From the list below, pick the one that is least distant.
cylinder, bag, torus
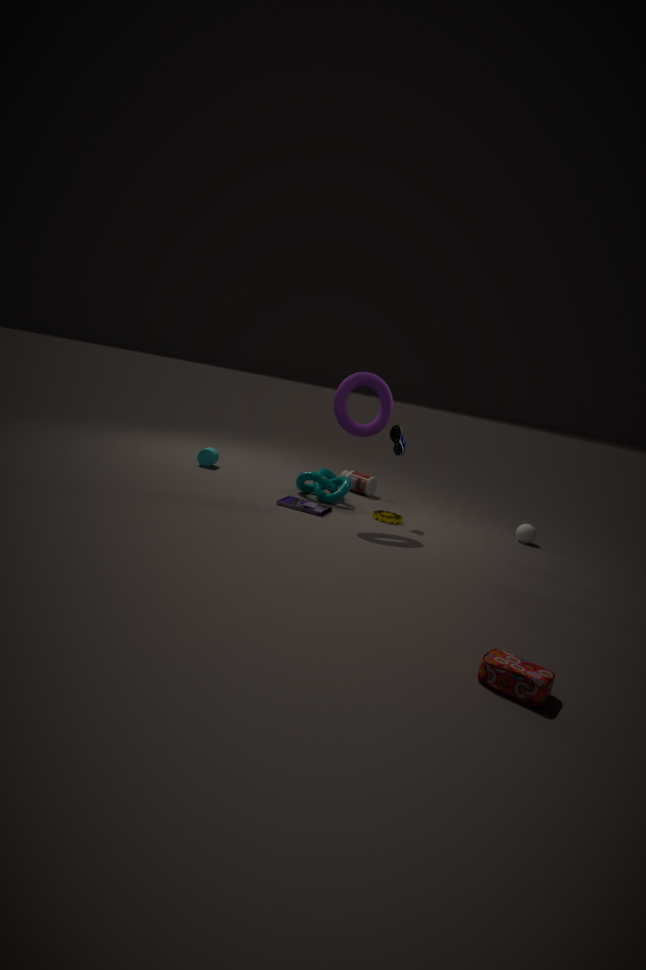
bag
